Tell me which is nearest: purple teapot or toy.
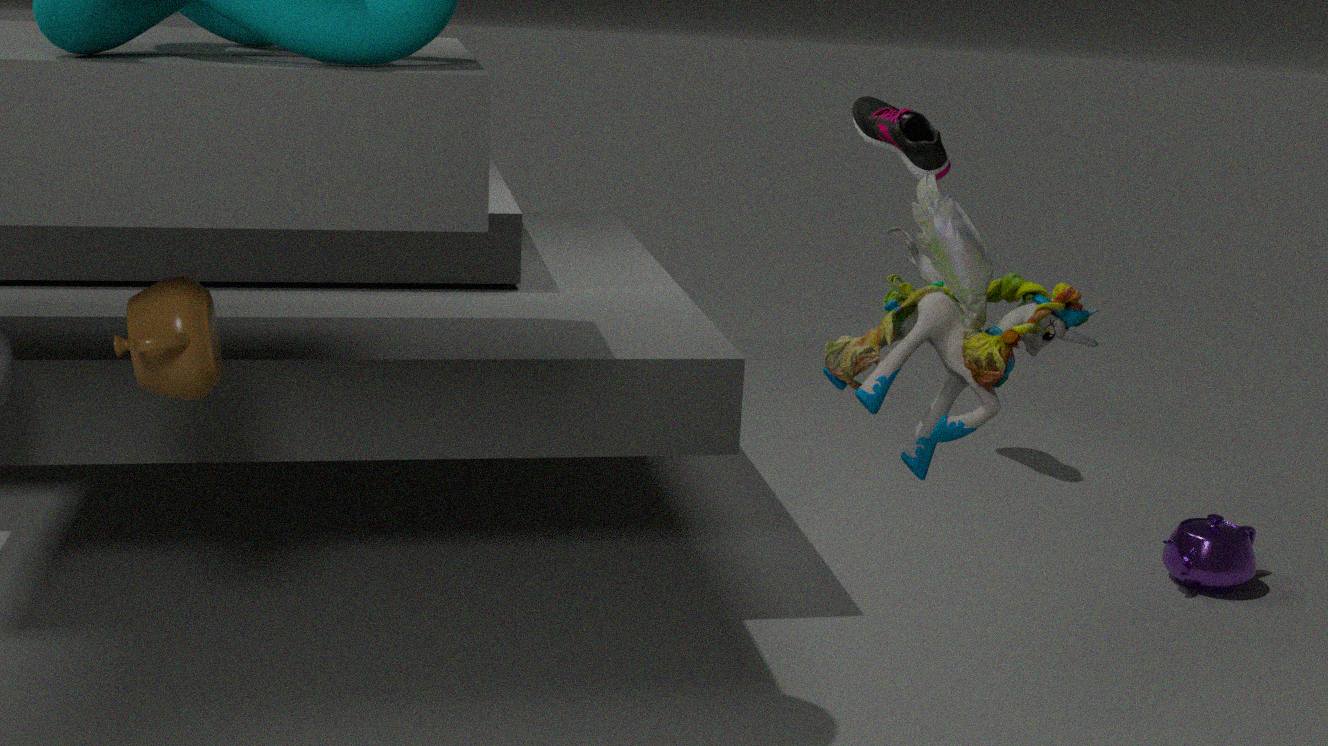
toy
